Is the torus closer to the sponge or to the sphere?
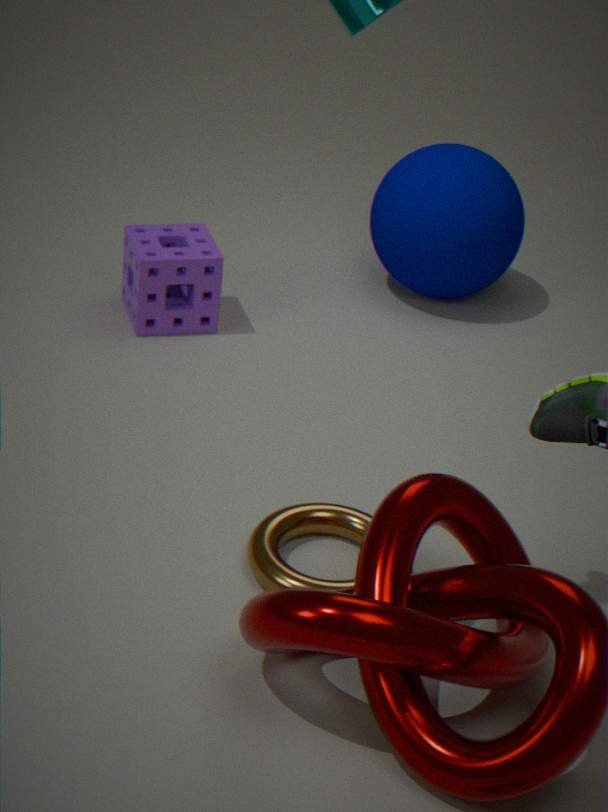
the sponge
